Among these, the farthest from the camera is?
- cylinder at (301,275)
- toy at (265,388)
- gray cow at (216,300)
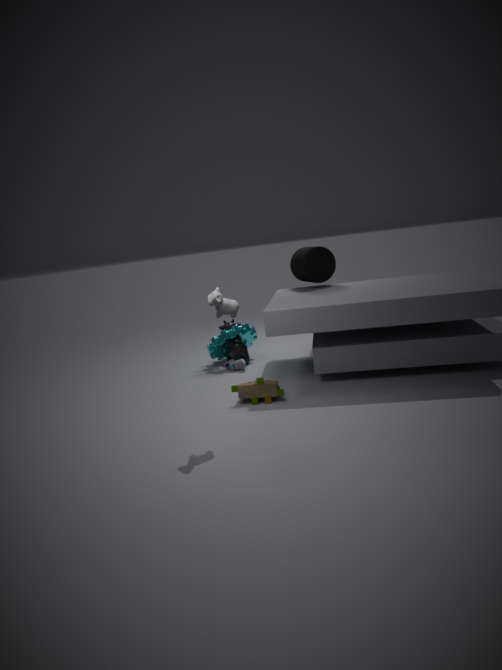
cylinder at (301,275)
